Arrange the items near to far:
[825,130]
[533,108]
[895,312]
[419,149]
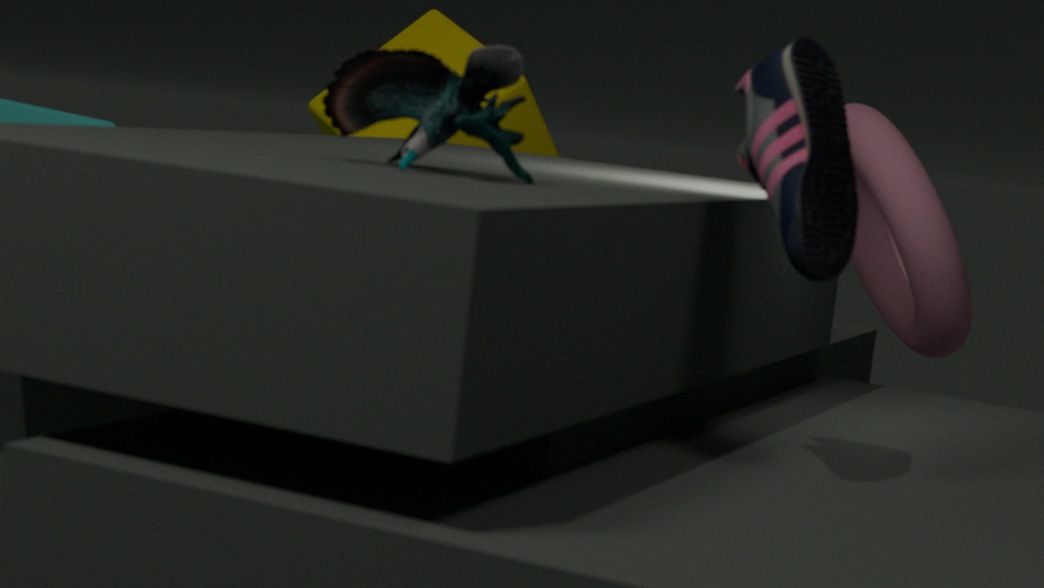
[825,130], [419,149], [895,312], [533,108]
